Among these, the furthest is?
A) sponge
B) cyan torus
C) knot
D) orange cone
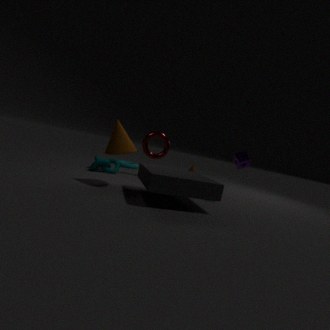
cyan torus
